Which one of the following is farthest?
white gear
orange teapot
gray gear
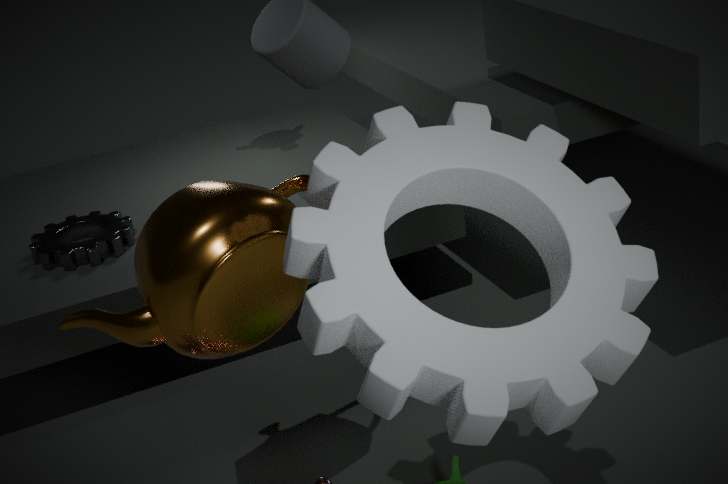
gray gear
